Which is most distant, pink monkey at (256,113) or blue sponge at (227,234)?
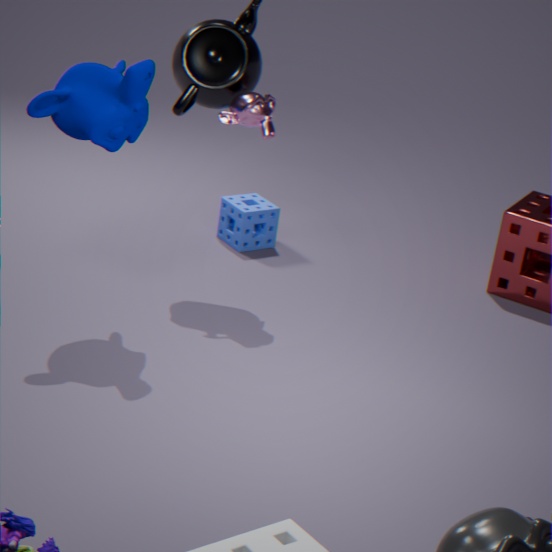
blue sponge at (227,234)
